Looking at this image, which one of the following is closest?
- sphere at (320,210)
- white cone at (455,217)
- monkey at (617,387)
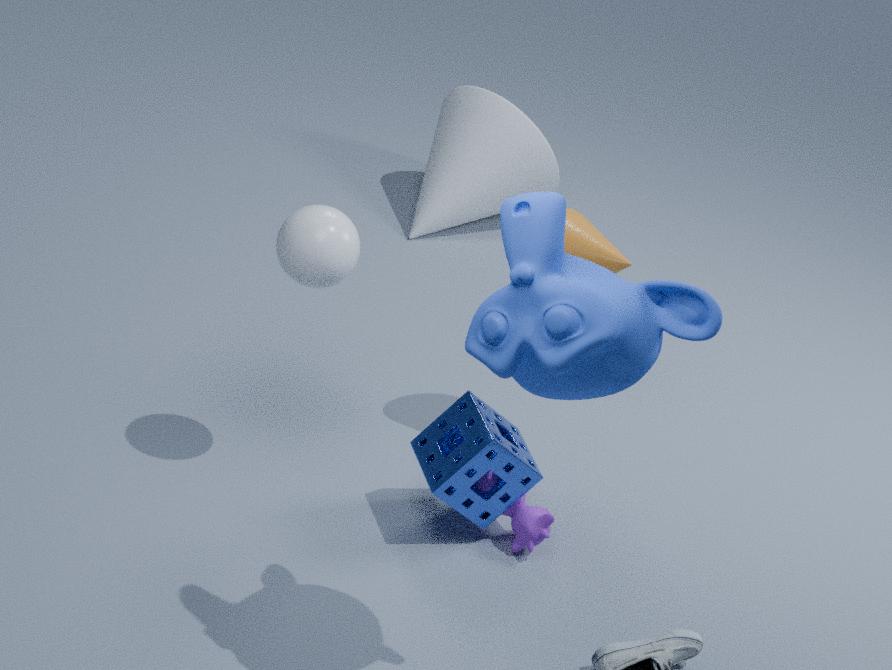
monkey at (617,387)
